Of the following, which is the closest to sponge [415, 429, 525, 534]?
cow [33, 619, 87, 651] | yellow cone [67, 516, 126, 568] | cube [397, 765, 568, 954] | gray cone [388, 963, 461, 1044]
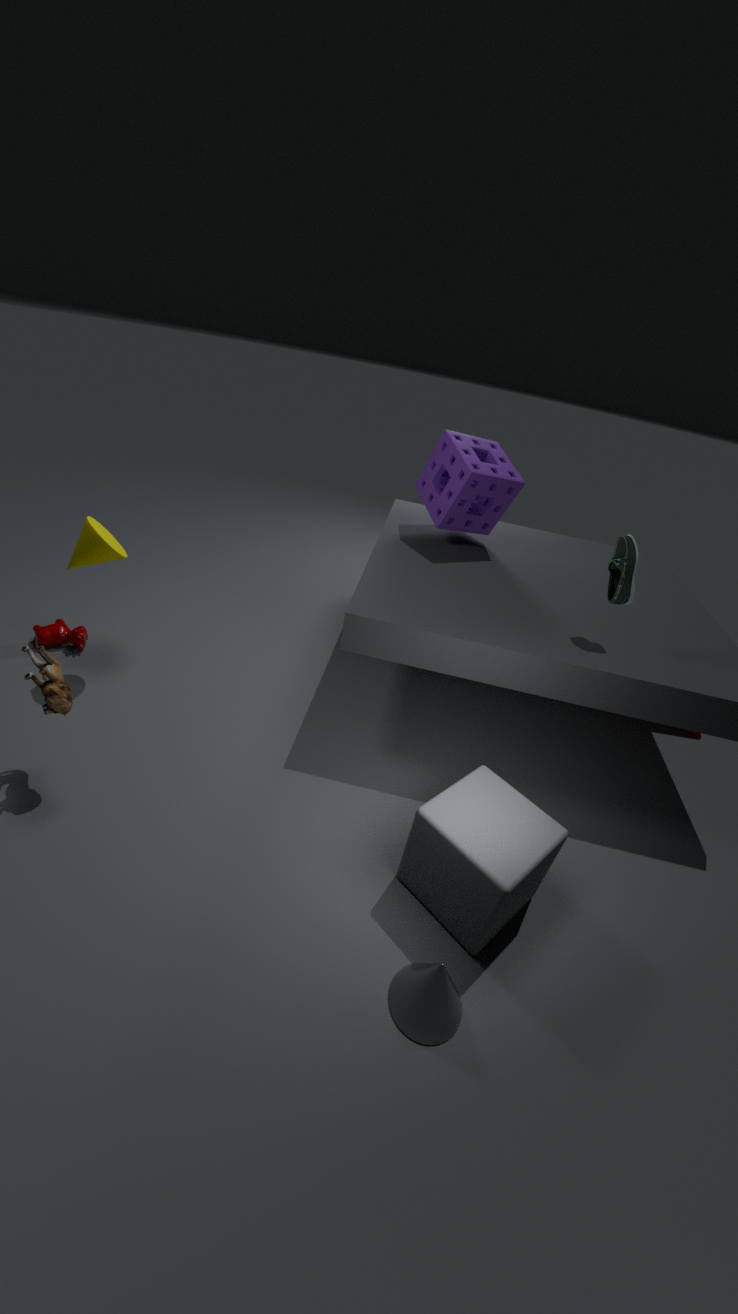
cube [397, 765, 568, 954]
